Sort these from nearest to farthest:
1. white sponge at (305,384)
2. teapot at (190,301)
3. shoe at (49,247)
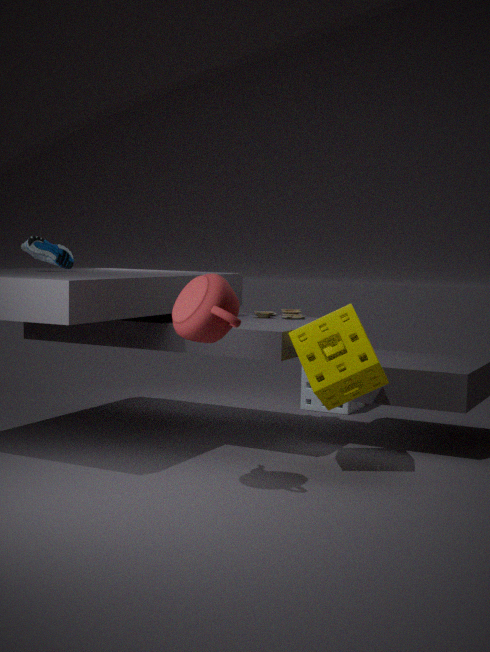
teapot at (190,301) → shoe at (49,247) → white sponge at (305,384)
